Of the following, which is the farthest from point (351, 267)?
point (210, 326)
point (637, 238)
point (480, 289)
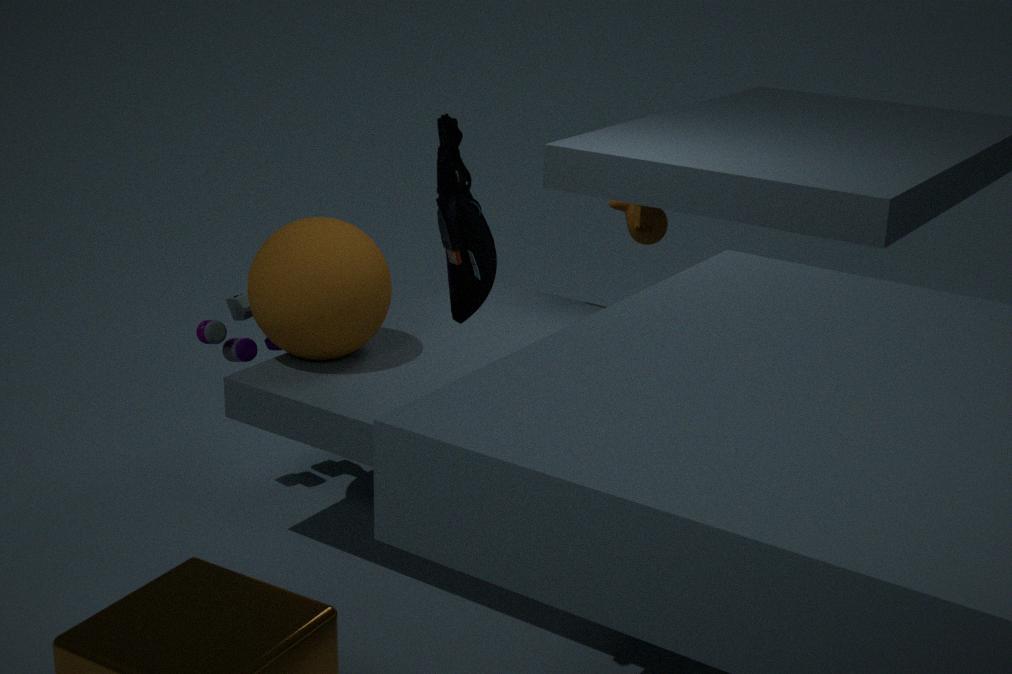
point (637, 238)
